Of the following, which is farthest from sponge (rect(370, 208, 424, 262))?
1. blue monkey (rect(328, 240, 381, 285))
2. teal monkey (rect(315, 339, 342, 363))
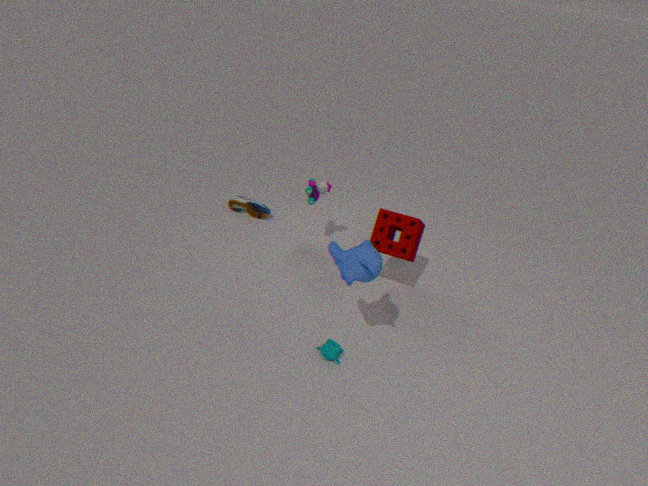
teal monkey (rect(315, 339, 342, 363))
